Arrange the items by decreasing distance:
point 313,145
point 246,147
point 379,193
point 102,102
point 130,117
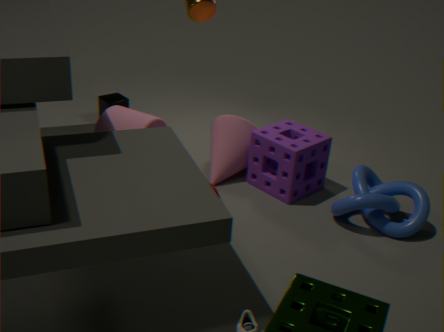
point 102,102 < point 246,147 < point 130,117 < point 313,145 < point 379,193
